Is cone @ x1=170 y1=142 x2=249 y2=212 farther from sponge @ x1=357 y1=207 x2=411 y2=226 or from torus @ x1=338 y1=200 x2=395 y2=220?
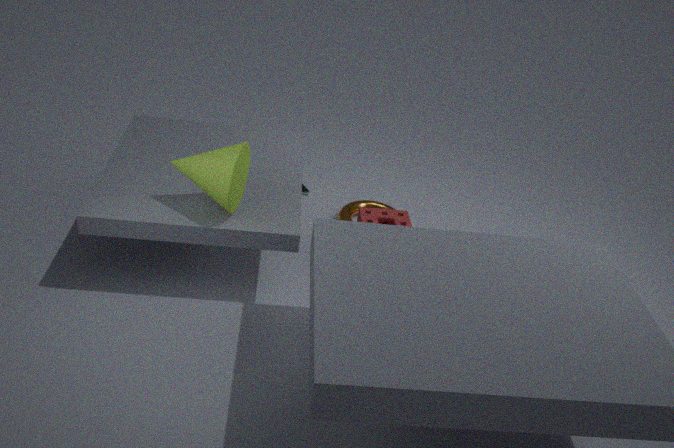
torus @ x1=338 y1=200 x2=395 y2=220
